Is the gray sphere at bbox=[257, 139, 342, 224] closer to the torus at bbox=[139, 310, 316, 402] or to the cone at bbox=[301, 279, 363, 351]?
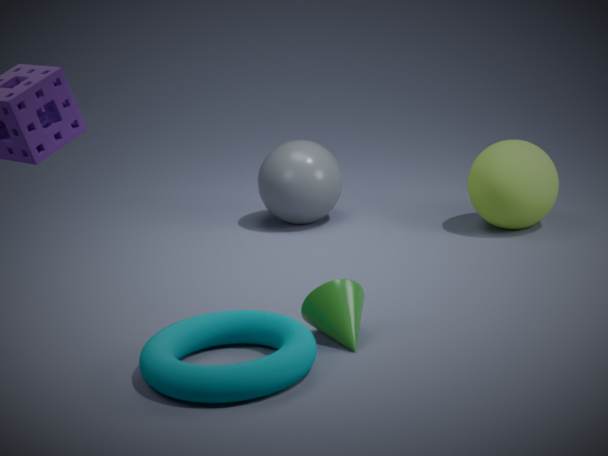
the cone at bbox=[301, 279, 363, 351]
